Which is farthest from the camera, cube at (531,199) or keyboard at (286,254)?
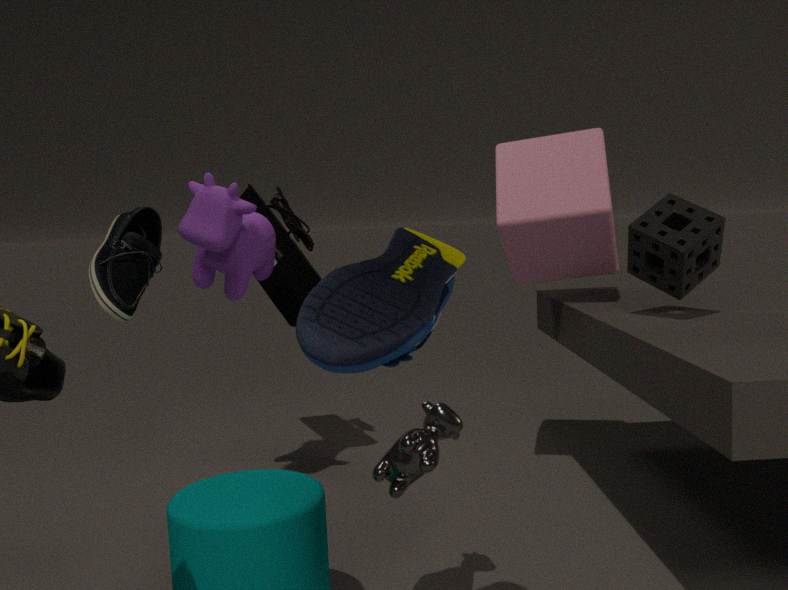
keyboard at (286,254)
